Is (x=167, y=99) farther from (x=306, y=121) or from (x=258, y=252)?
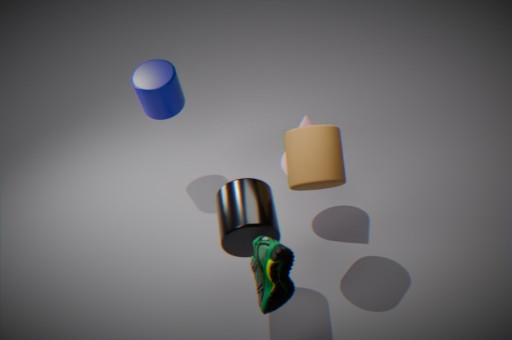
(x=258, y=252)
